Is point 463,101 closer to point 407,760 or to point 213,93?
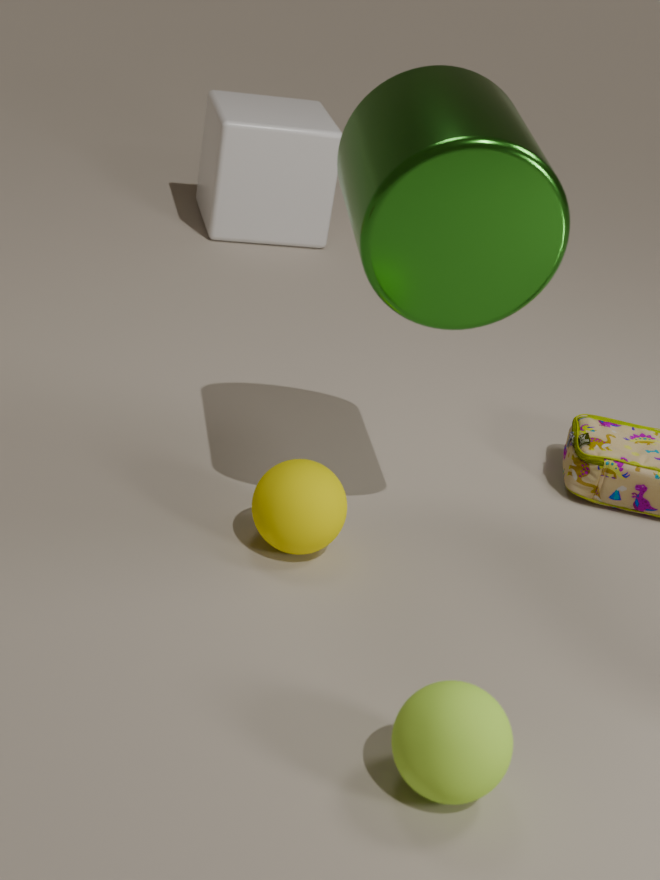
point 407,760
